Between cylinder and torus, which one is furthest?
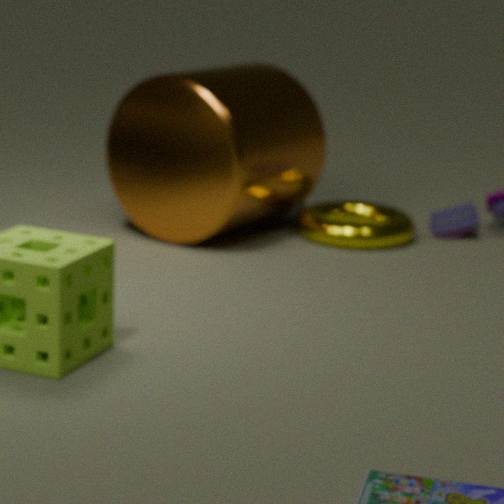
→ torus
